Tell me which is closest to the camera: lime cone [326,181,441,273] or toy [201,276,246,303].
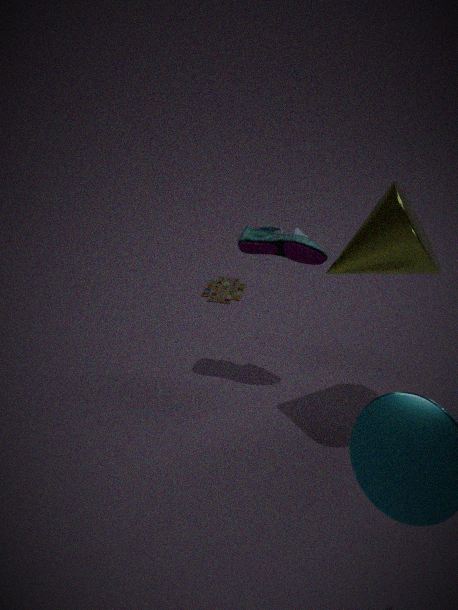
lime cone [326,181,441,273]
